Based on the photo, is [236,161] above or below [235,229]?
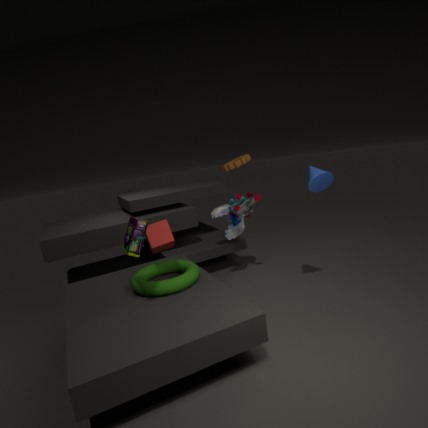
above
